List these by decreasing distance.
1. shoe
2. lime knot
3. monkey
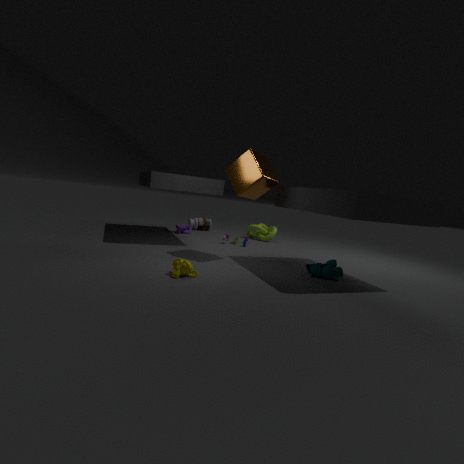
lime knot < shoe < monkey
